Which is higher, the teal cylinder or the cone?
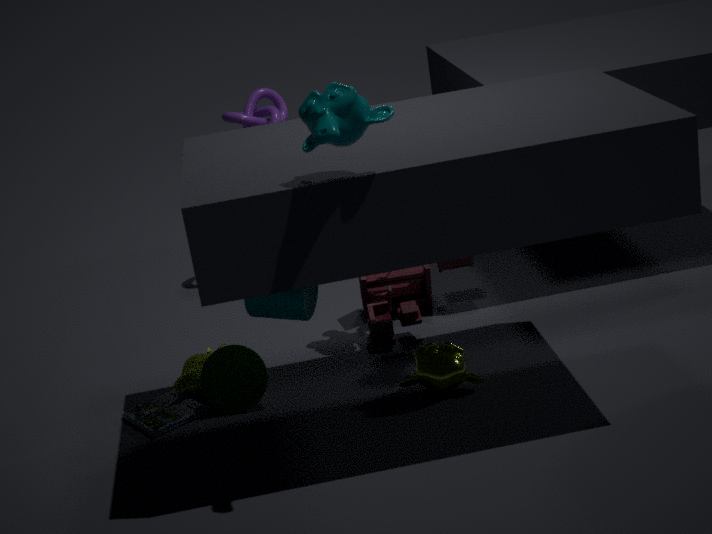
the teal cylinder
